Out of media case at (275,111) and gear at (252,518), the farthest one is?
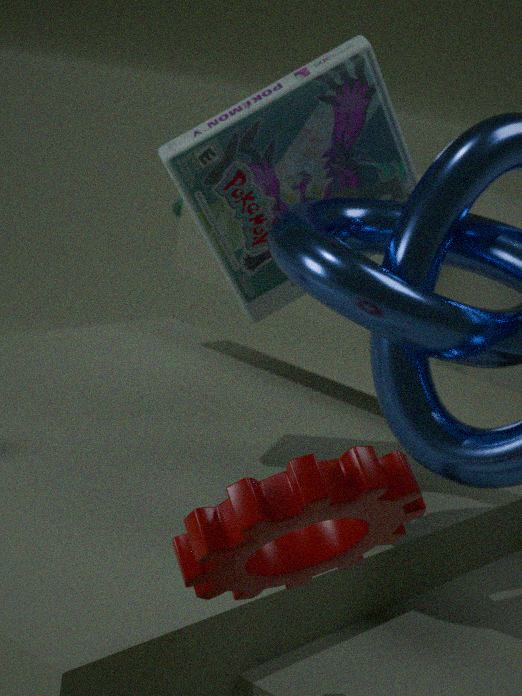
media case at (275,111)
